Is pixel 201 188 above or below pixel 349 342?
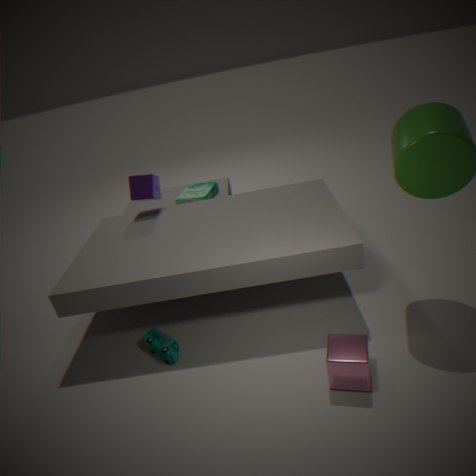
above
